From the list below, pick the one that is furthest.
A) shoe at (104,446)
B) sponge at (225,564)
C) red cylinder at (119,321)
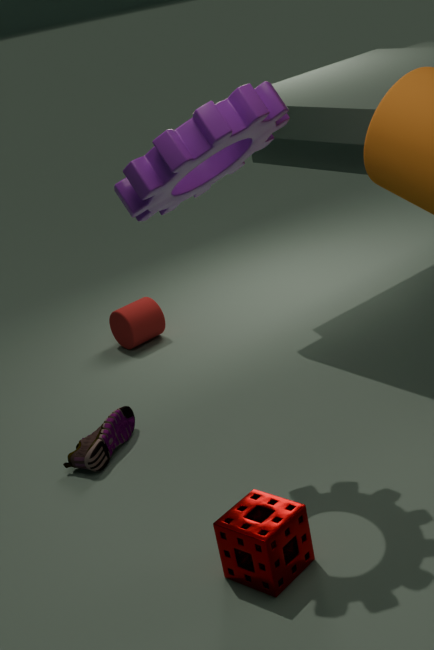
red cylinder at (119,321)
